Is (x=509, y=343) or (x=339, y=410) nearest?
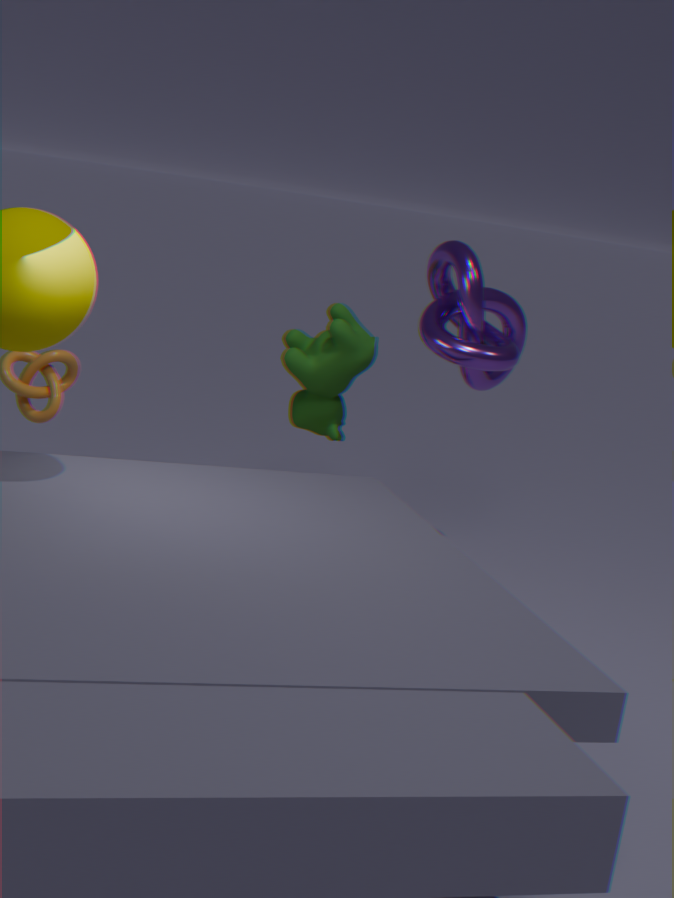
(x=509, y=343)
